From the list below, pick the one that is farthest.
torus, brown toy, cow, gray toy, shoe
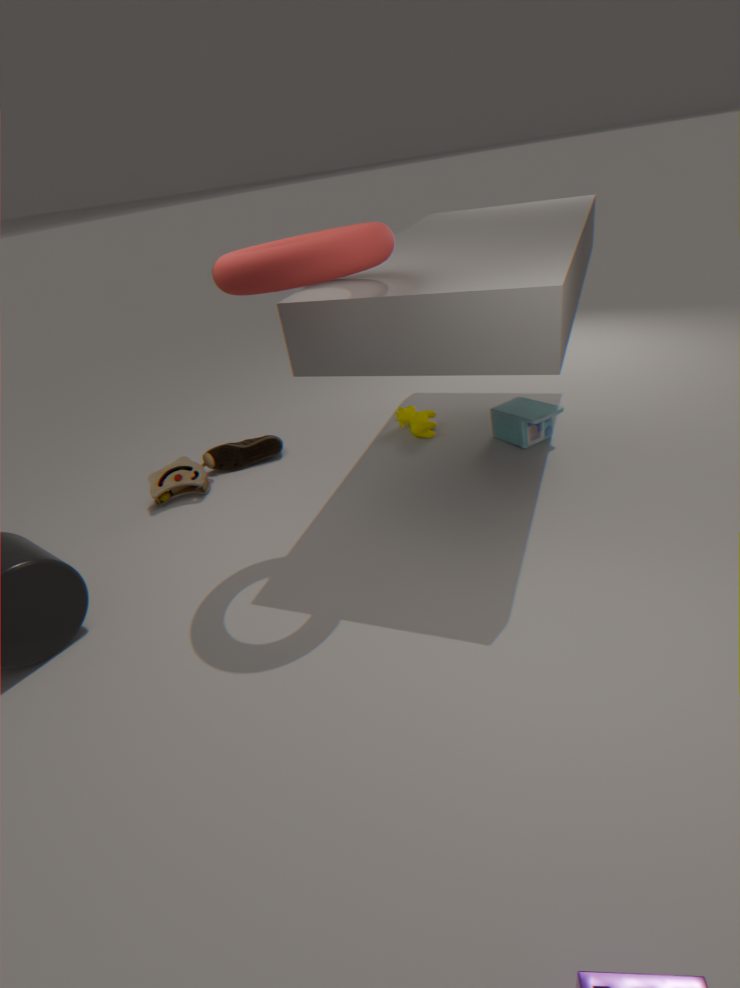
shoe
